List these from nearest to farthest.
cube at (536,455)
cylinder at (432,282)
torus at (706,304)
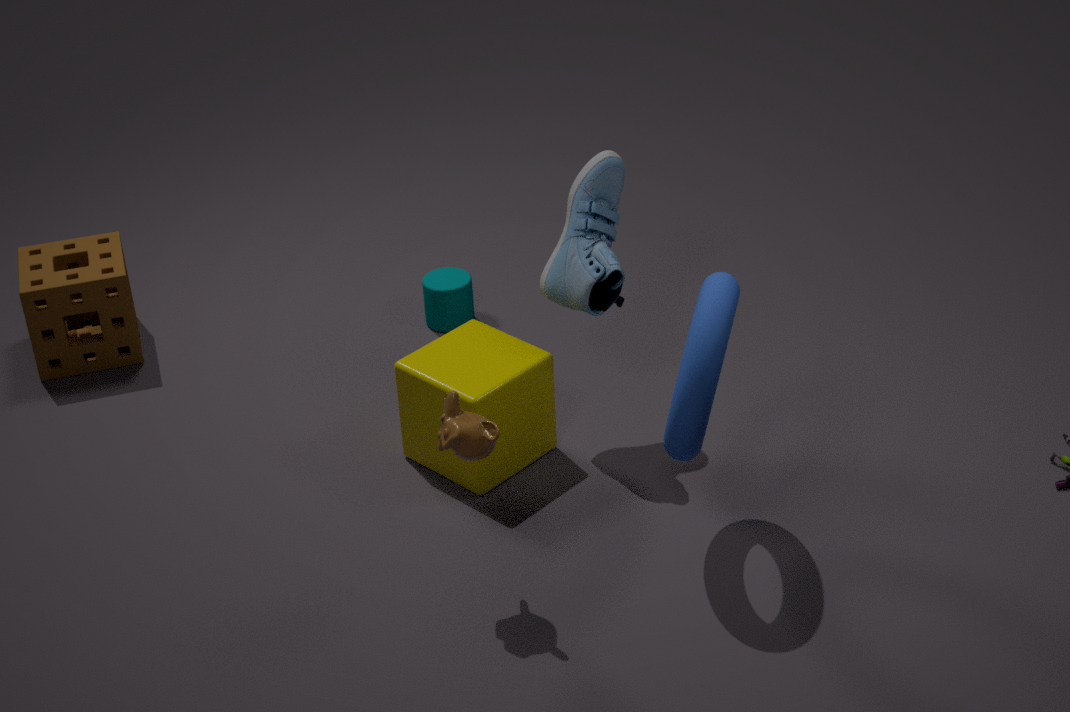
torus at (706,304), cube at (536,455), cylinder at (432,282)
